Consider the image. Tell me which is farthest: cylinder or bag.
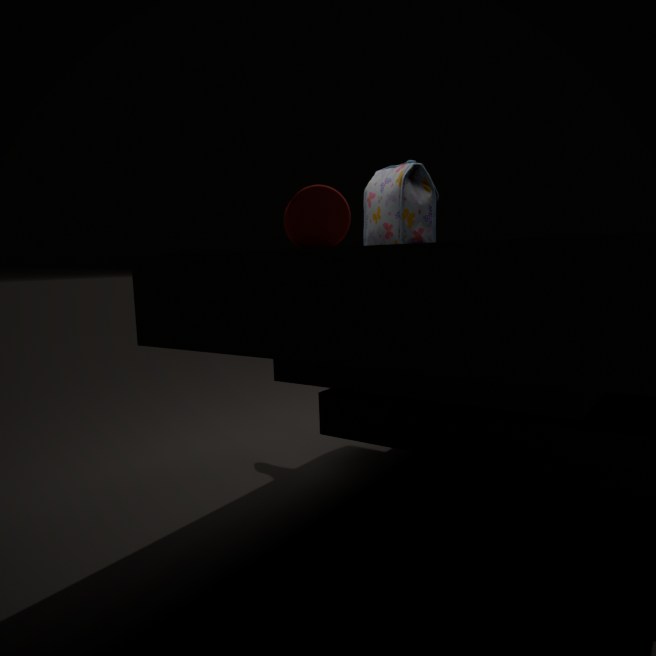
bag
